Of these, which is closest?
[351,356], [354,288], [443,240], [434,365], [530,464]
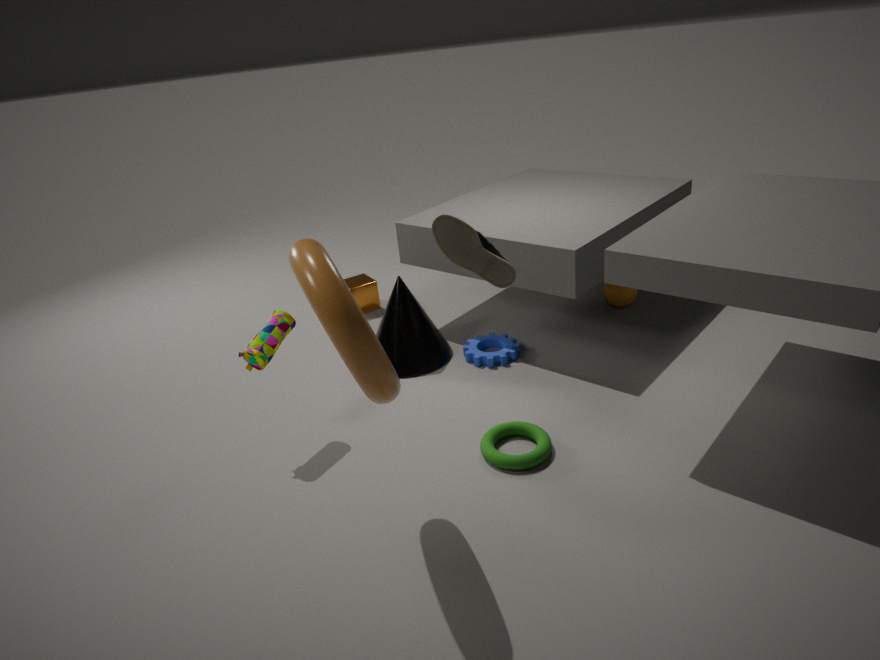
[443,240]
